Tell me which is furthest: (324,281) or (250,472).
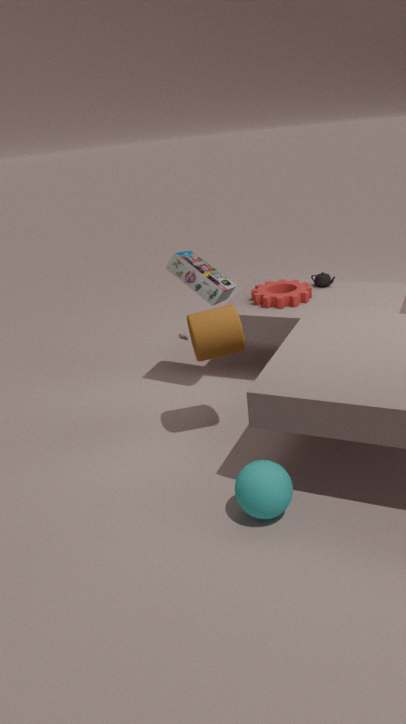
(324,281)
